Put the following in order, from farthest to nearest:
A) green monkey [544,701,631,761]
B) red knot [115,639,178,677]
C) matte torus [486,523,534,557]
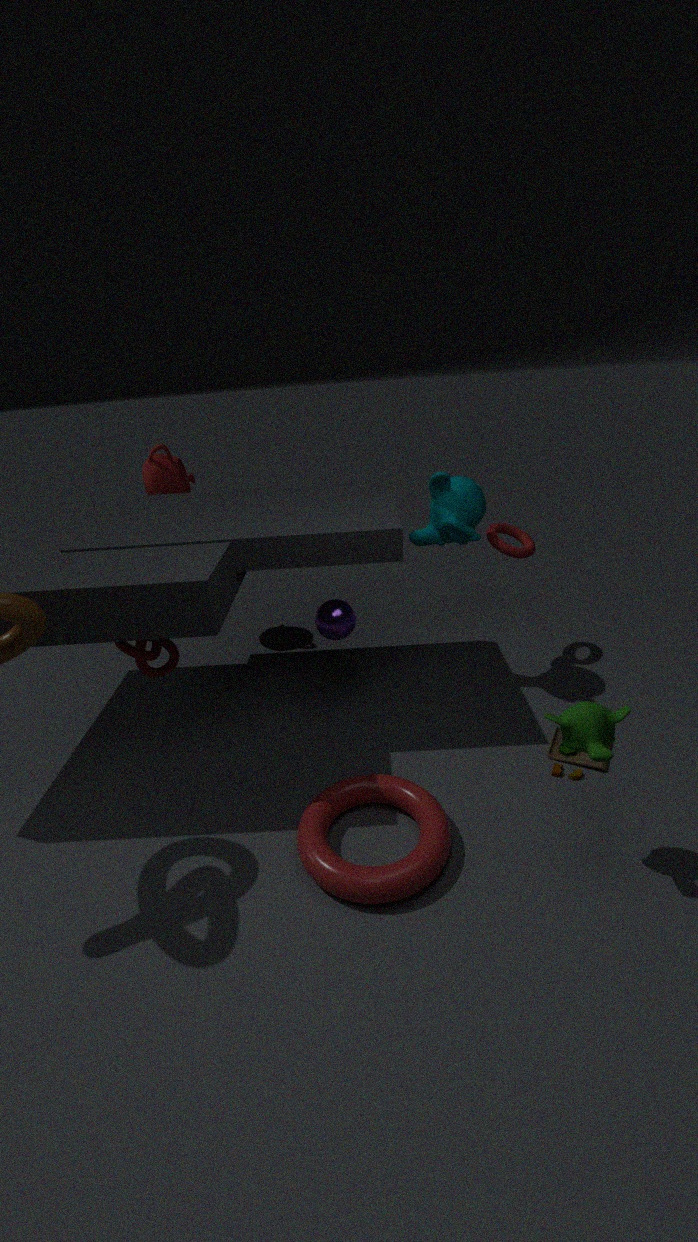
matte torus [486,523,534,557], red knot [115,639,178,677], green monkey [544,701,631,761]
